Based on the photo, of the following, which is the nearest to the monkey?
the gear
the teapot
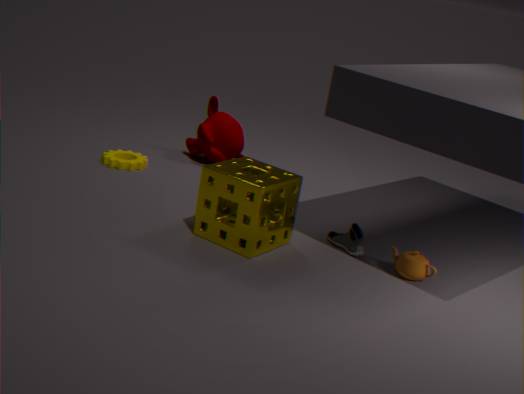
the gear
